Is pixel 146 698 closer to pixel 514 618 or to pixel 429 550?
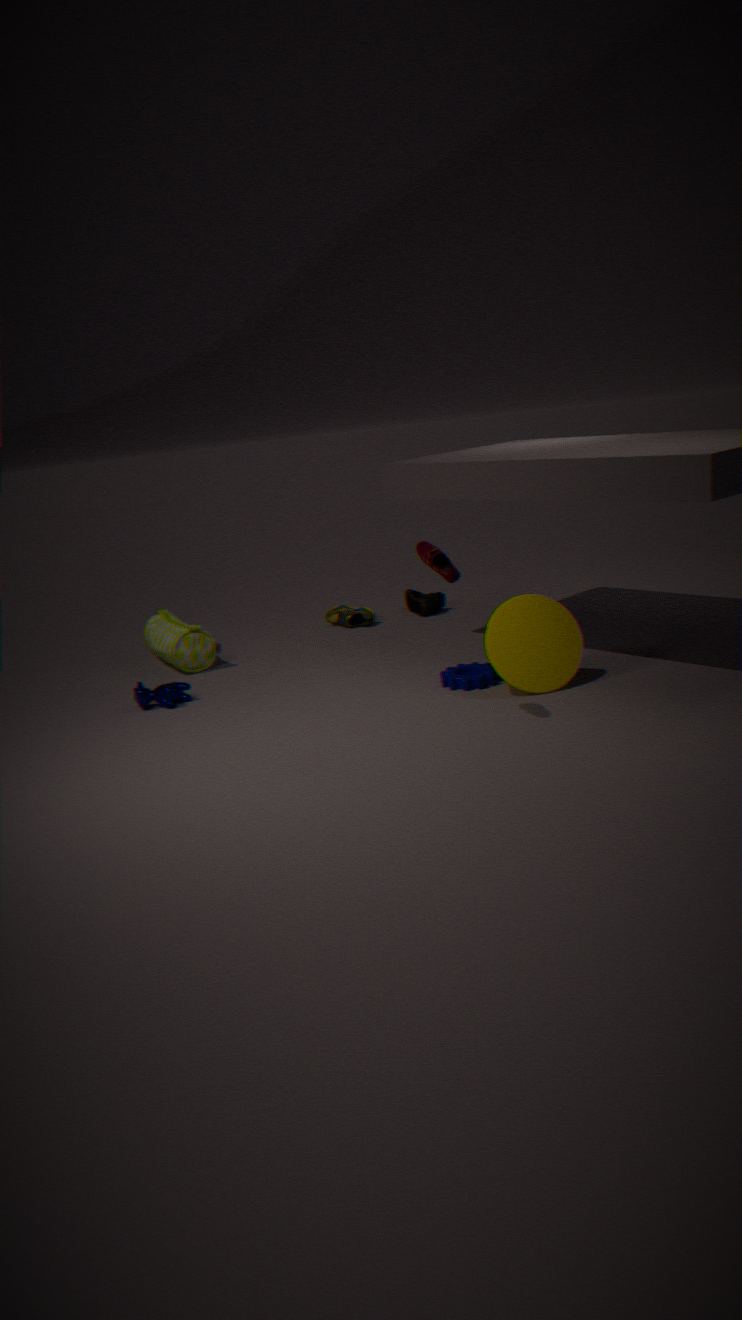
pixel 429 550
